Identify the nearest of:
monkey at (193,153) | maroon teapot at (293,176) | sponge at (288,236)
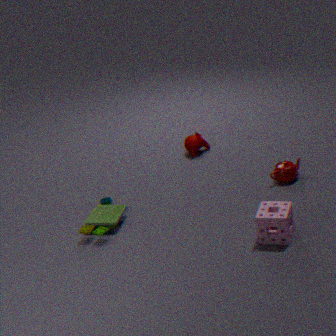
sponge at (288,236)
